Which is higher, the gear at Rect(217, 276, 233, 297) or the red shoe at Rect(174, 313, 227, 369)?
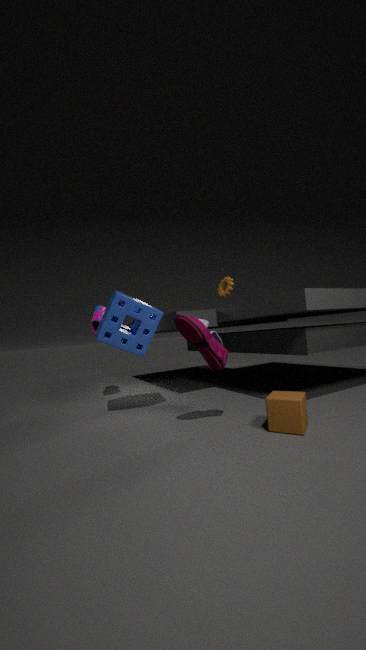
the gear at Rect(217, 276, 233, 297)
